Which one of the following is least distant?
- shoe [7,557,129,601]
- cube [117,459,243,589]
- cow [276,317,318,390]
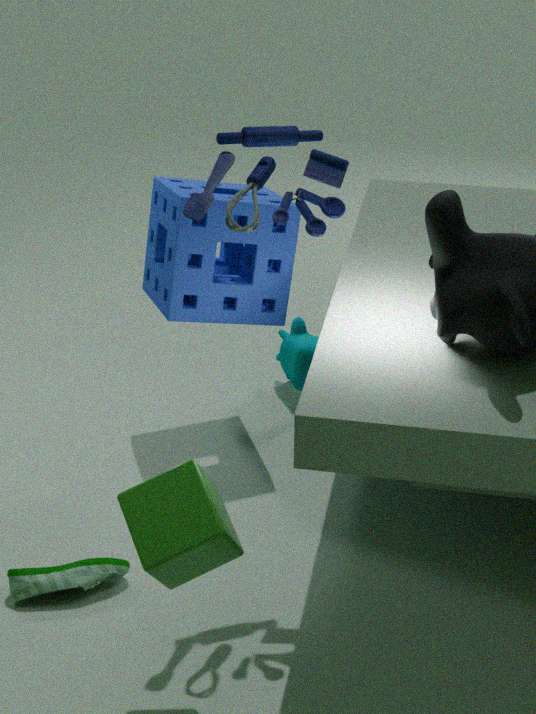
cube [117,459,243,589]
